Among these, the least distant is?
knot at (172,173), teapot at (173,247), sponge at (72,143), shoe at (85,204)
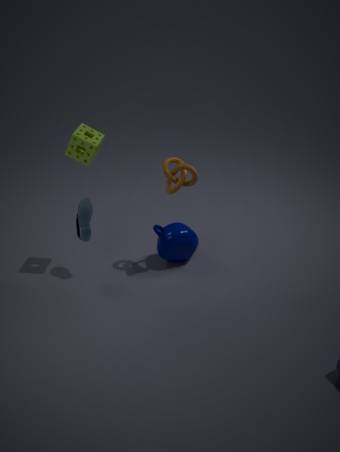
sponge at (72,143)
